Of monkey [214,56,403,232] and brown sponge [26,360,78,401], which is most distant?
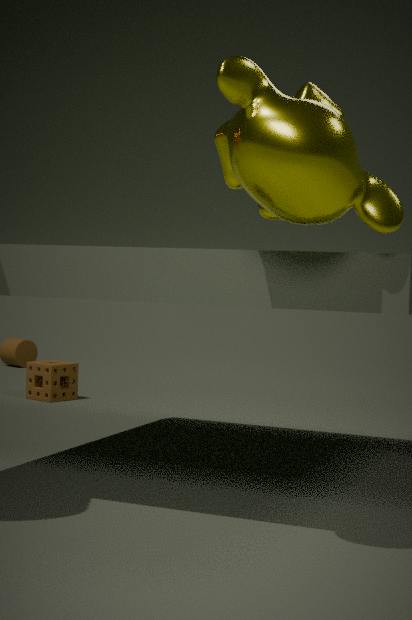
brown sponge [26,360,78,401]
